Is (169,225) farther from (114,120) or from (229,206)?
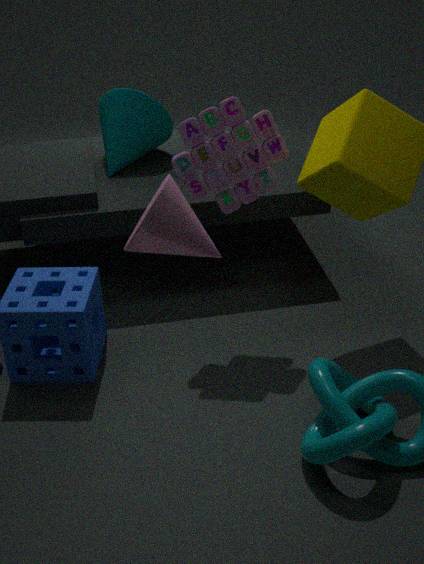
(114,120)
